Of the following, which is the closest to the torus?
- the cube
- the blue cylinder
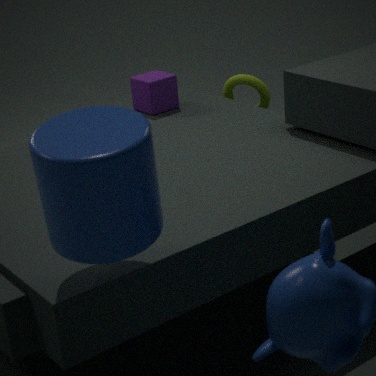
the cube
